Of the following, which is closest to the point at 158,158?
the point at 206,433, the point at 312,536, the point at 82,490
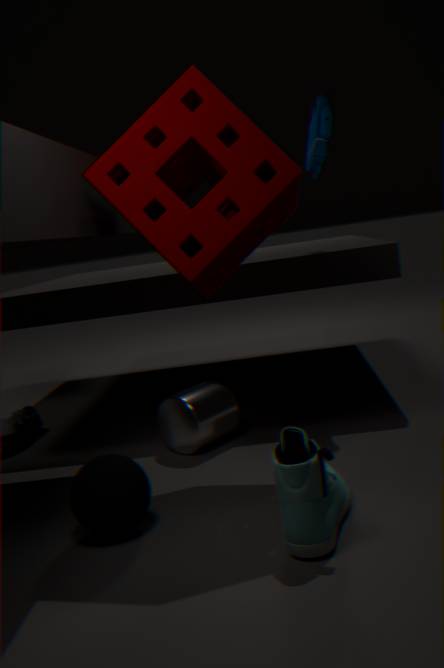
the point at 206,433
